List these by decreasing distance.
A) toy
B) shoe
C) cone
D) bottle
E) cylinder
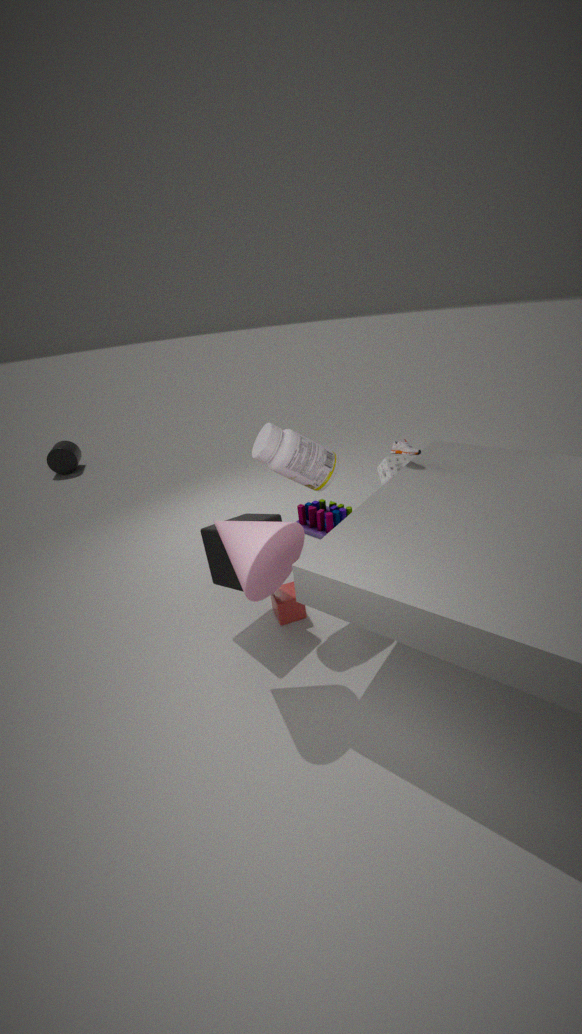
cylinder, toy, shoe, bottle, cone
